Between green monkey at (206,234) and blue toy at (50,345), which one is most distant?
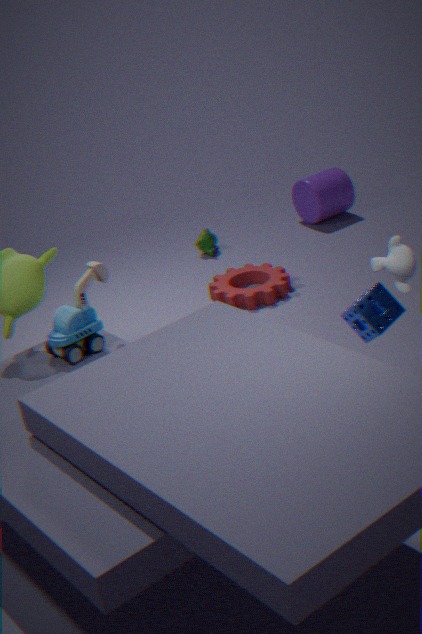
green monkey at (206,234)
